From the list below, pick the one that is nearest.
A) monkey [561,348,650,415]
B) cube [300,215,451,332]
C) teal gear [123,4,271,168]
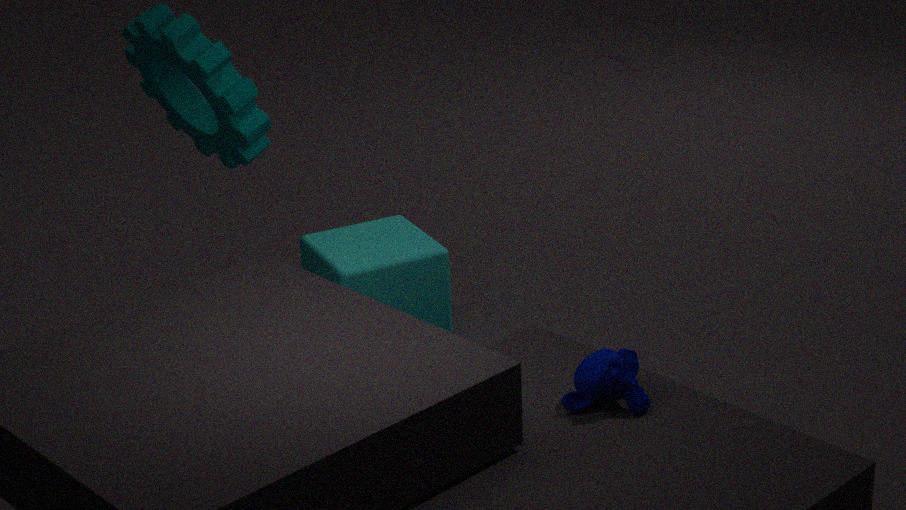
monkey [561,348,650,415]
